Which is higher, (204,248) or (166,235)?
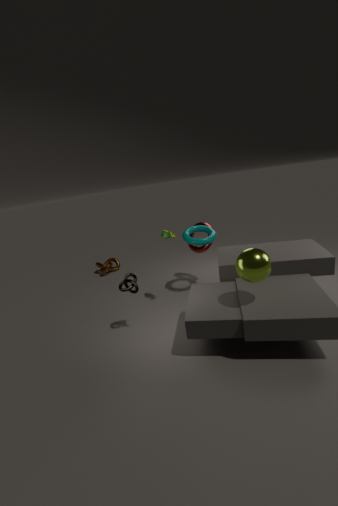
(166,235)
